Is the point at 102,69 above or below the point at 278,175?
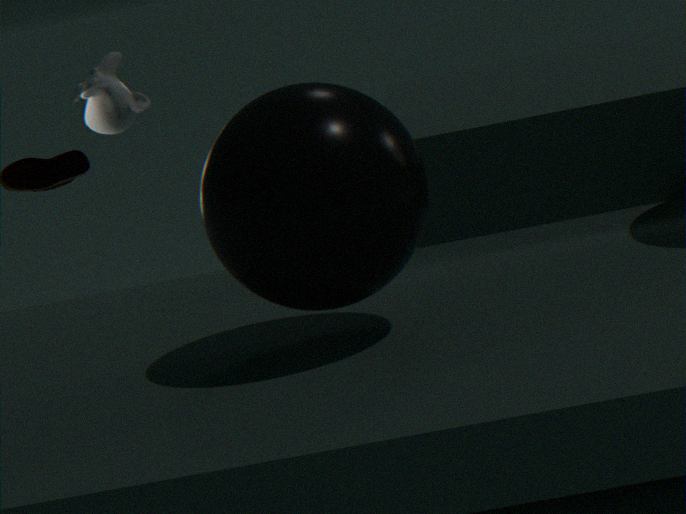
above
